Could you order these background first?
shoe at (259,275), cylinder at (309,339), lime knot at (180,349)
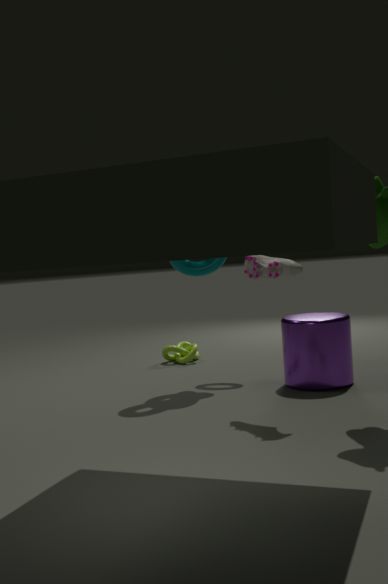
lime knot at (180,349)
cylinder at (309,339)
shoe at (259,275)
